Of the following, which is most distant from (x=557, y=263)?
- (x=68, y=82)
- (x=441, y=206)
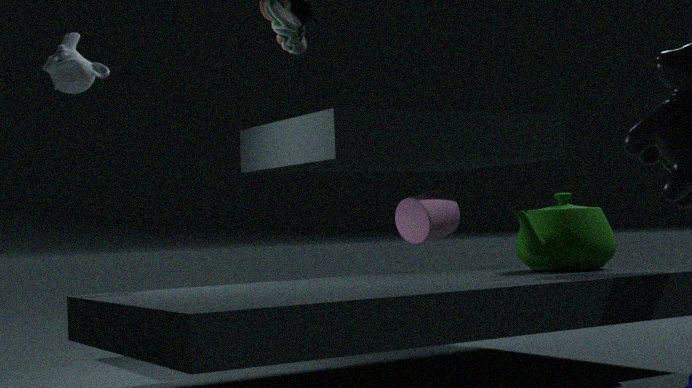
(x=68, y=82)
